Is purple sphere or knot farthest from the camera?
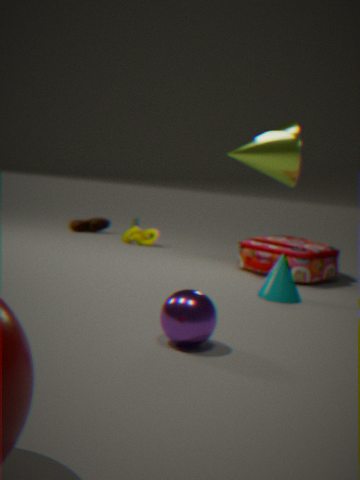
knot
